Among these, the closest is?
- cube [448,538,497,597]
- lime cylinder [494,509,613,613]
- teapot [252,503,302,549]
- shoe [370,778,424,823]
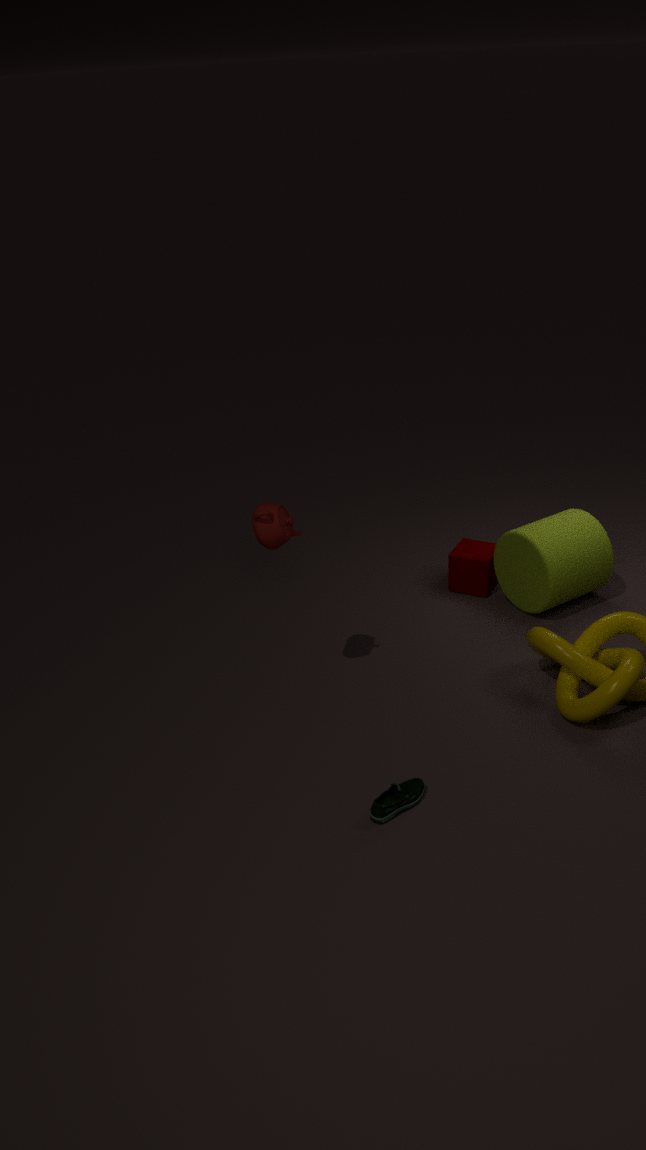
shoe [370,778,424,823]
